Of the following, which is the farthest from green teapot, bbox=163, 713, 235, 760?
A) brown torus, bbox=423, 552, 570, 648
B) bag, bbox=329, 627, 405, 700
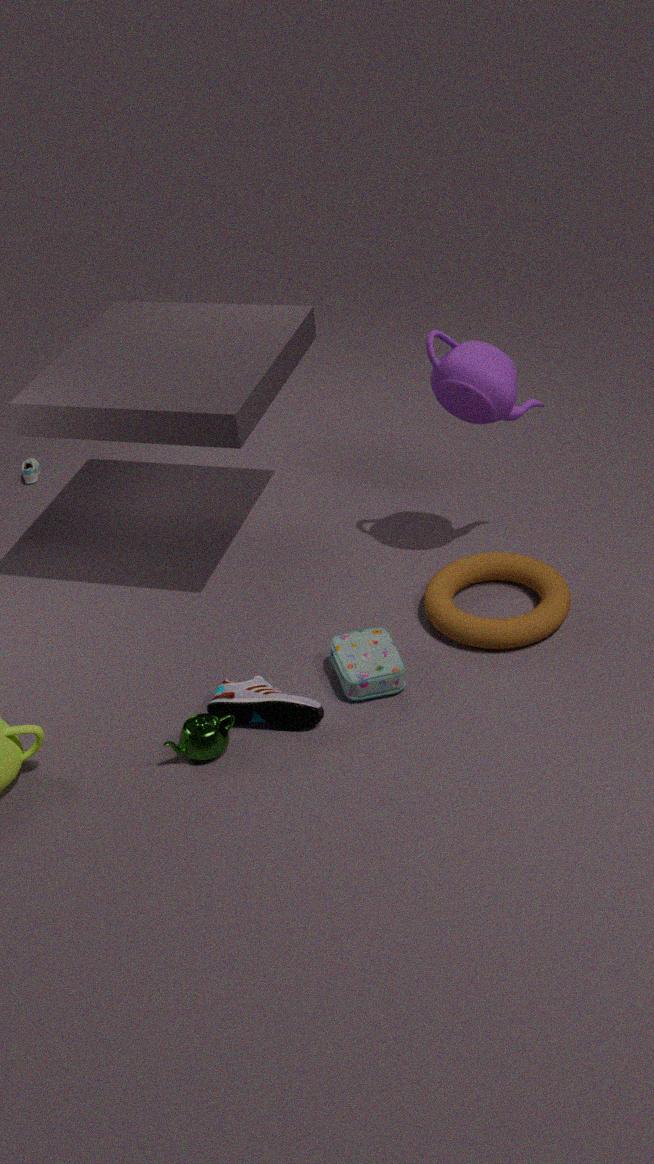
brown torus, bbox=423, 552, 570, 648
